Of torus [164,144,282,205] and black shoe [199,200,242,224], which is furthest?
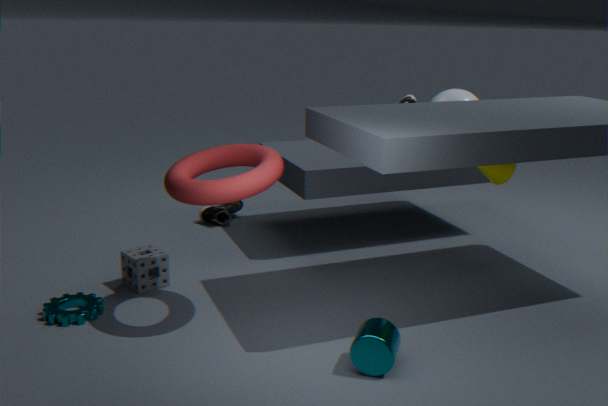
black shoe [199,200,242,224]
